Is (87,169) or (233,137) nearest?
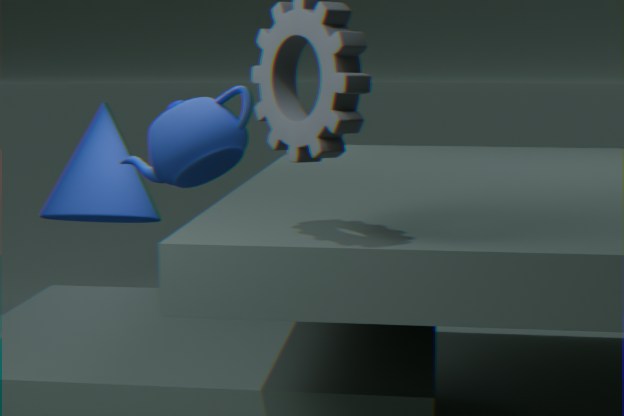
(233,137)
